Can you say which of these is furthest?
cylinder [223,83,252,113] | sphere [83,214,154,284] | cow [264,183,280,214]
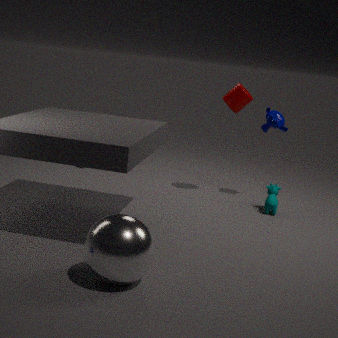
cylinder [223,83,252,113]
